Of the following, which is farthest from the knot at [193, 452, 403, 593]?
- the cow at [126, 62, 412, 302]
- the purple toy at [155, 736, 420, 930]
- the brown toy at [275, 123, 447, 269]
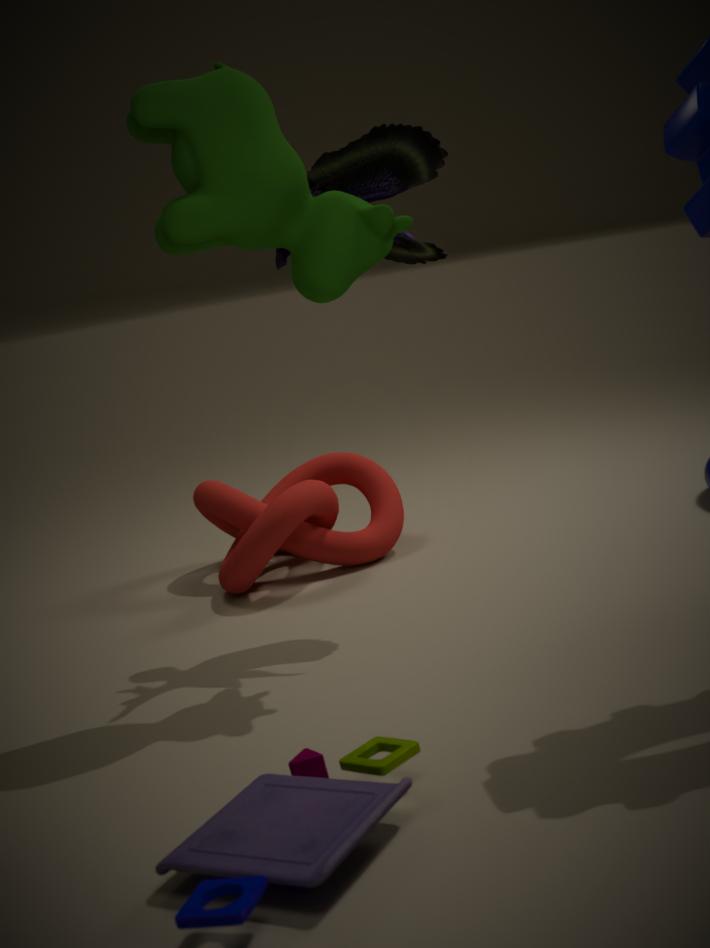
the purple toy at [155, 736, 420, 930]
